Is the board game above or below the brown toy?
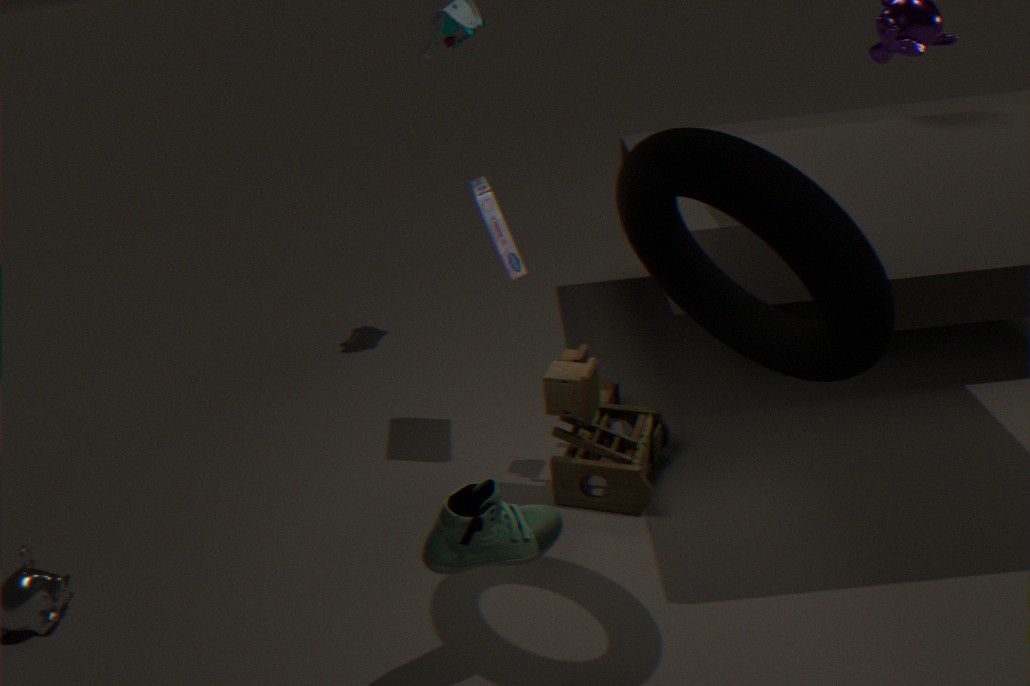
above
